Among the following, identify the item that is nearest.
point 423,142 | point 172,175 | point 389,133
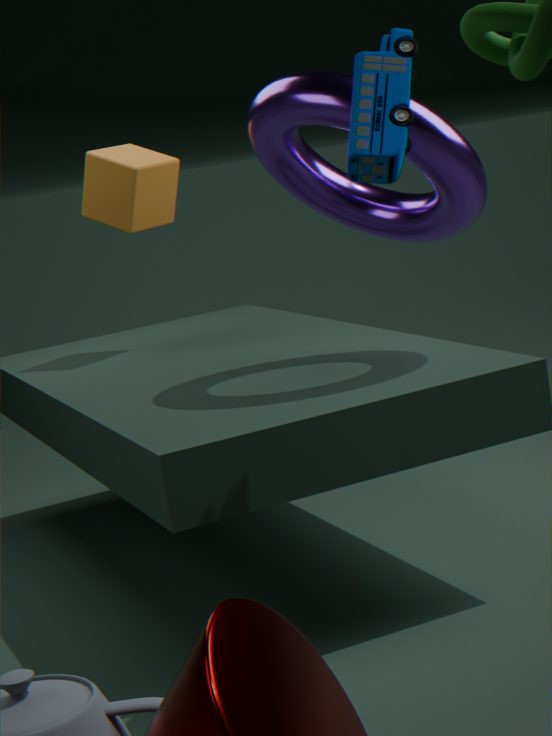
point 389,133
